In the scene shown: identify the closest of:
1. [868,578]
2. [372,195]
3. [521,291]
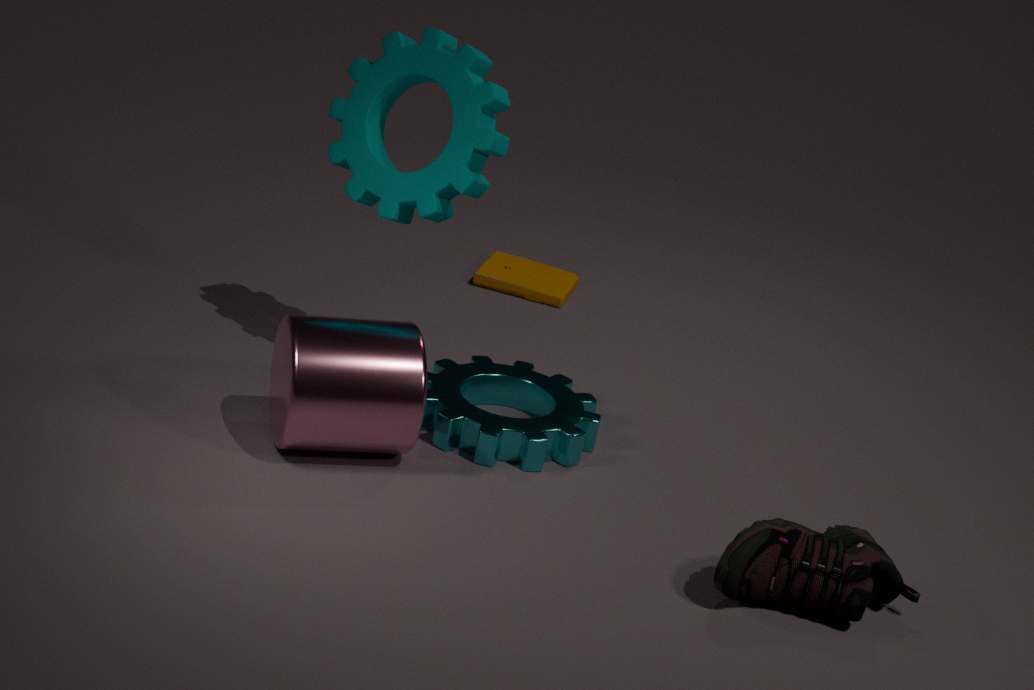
[868,578]
